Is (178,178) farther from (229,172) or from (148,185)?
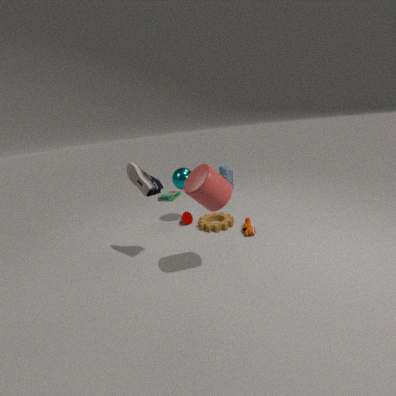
(229,172)
